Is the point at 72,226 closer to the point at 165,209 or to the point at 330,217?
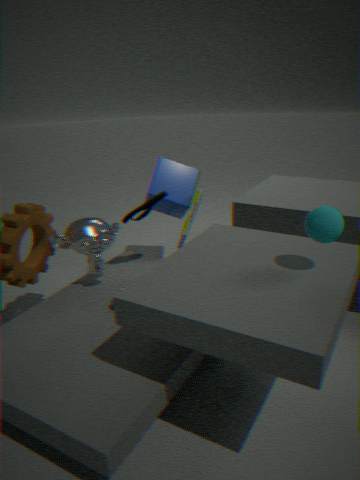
the point at 165,209
